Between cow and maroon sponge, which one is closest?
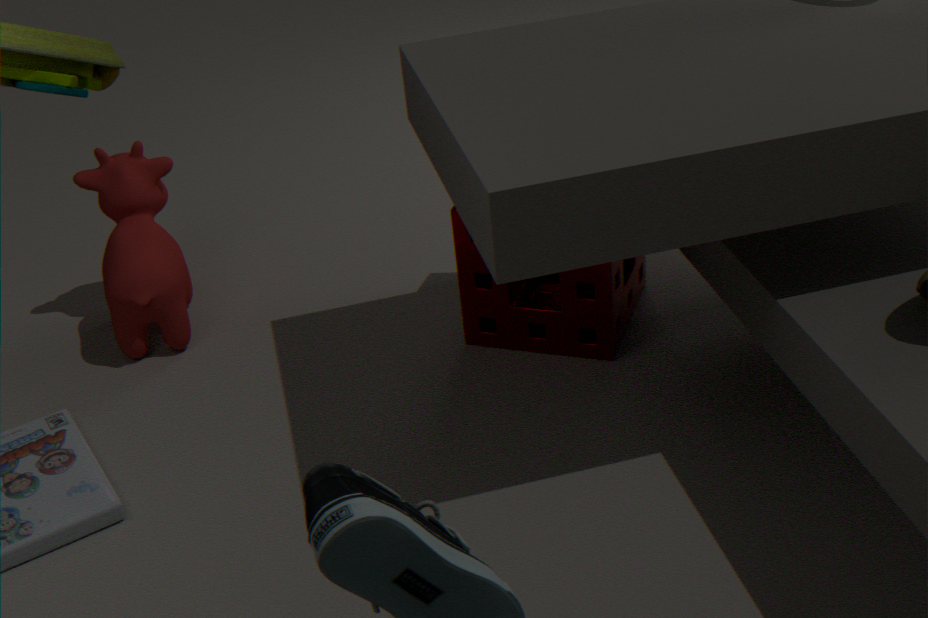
maroon sponge
